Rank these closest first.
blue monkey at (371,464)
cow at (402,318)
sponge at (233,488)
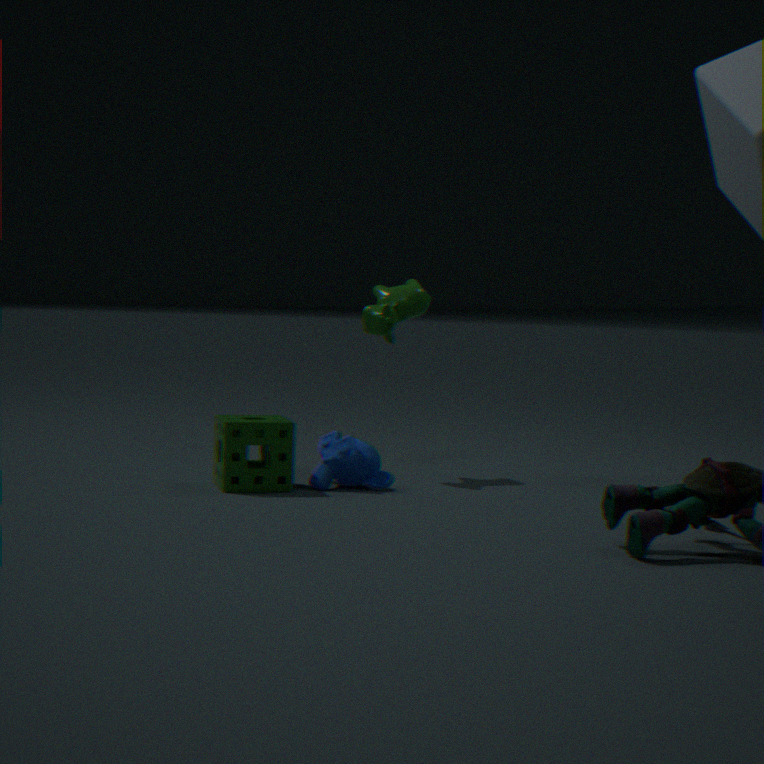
sponge at (233,488)
blue monkey at (371,464)
cow at (402,318)
